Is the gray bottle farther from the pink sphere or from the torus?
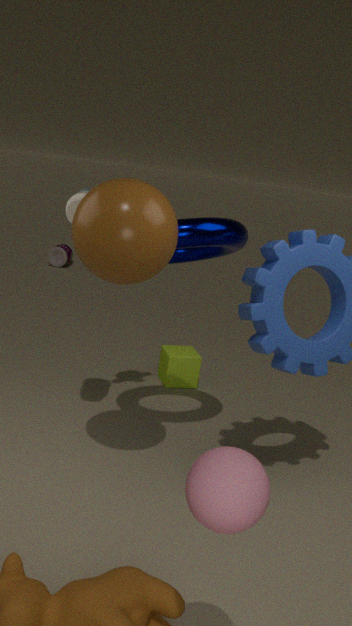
the pink sphere
